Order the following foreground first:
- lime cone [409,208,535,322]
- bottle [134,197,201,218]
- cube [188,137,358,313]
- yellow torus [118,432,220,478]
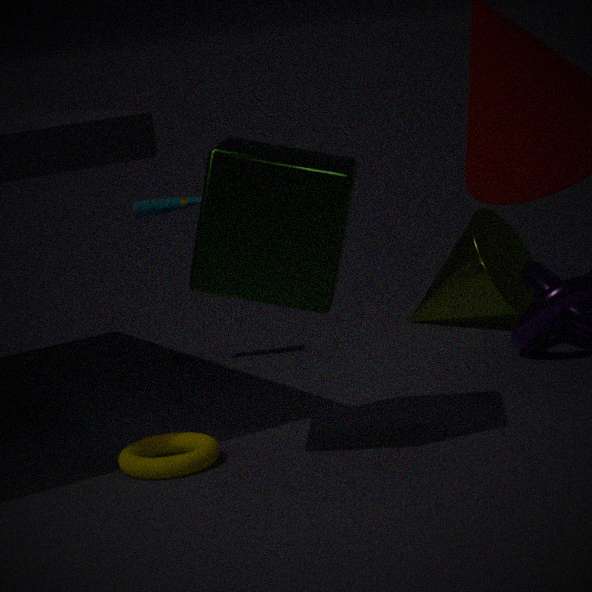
1. cube [188,137,358,313]
2. yellow torus [118,432,220,478]
3. bottle [134,197,201,218]
4. lime cone [409,208,535,322]
